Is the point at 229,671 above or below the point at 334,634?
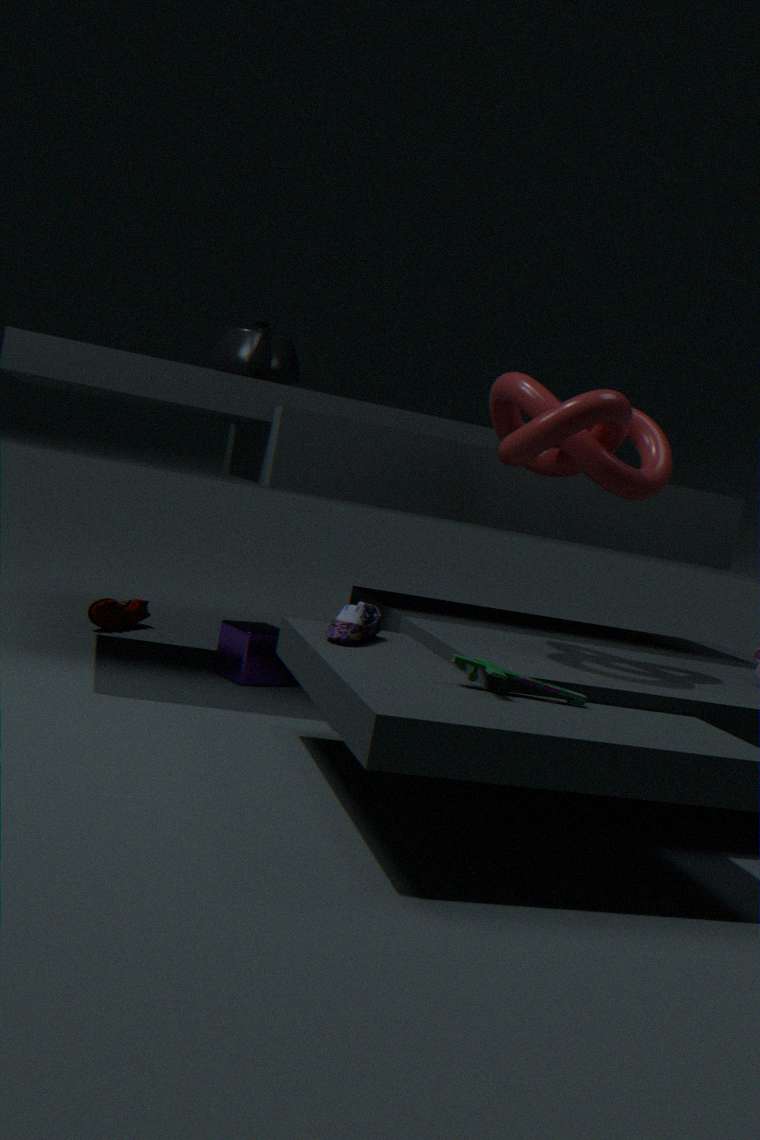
below
